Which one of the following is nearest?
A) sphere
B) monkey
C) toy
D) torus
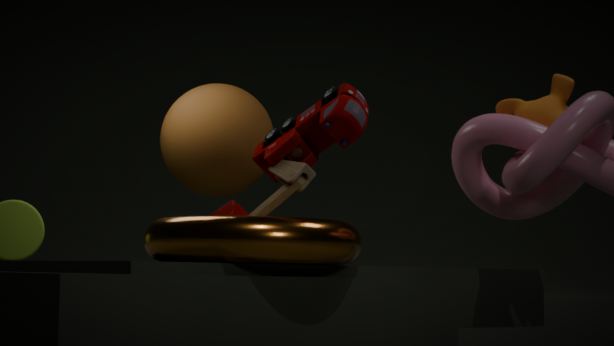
torus
